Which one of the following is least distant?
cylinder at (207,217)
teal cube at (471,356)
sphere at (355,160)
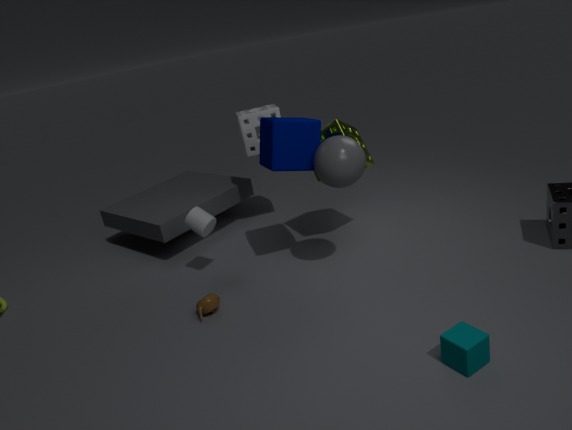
teal cube at (471,356)
